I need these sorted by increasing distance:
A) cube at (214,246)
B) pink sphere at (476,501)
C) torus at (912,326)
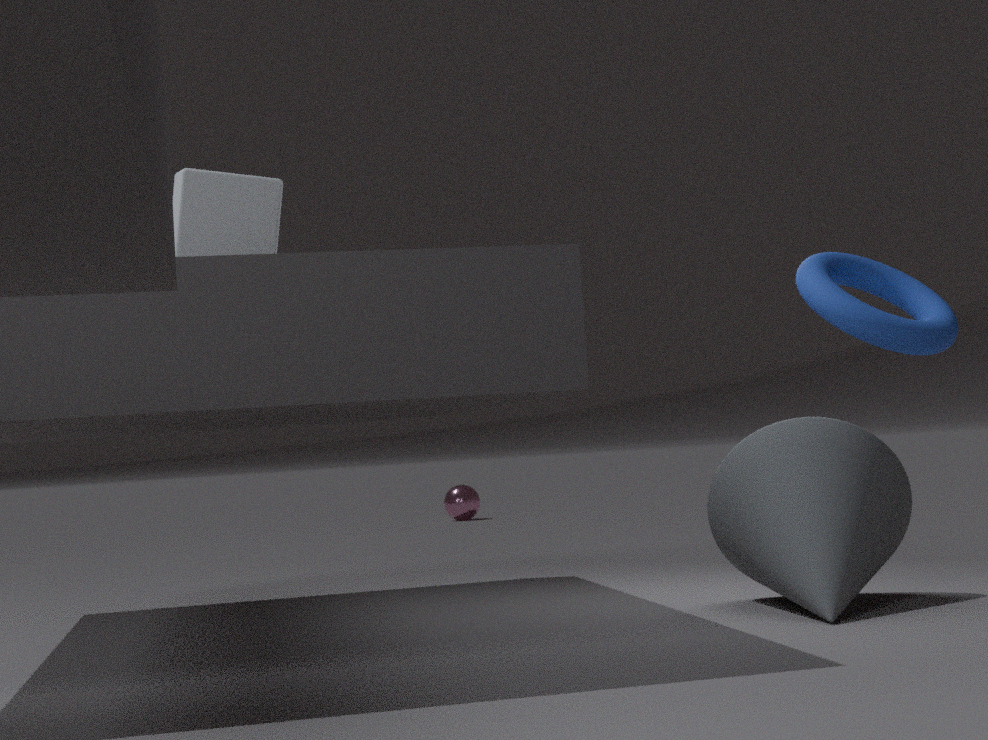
torus at (912,326)
cube at (214,246)
pink sphere at (476,501)
